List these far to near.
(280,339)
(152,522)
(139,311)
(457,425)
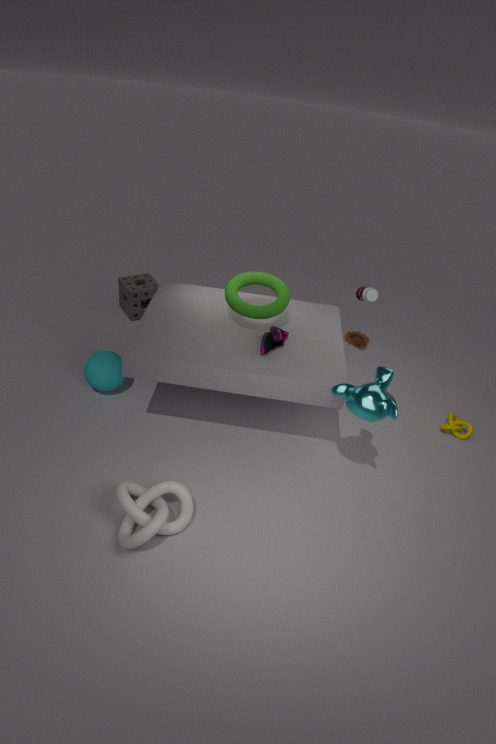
(139,311) → (457,425) → (280,339) → (152,522)
